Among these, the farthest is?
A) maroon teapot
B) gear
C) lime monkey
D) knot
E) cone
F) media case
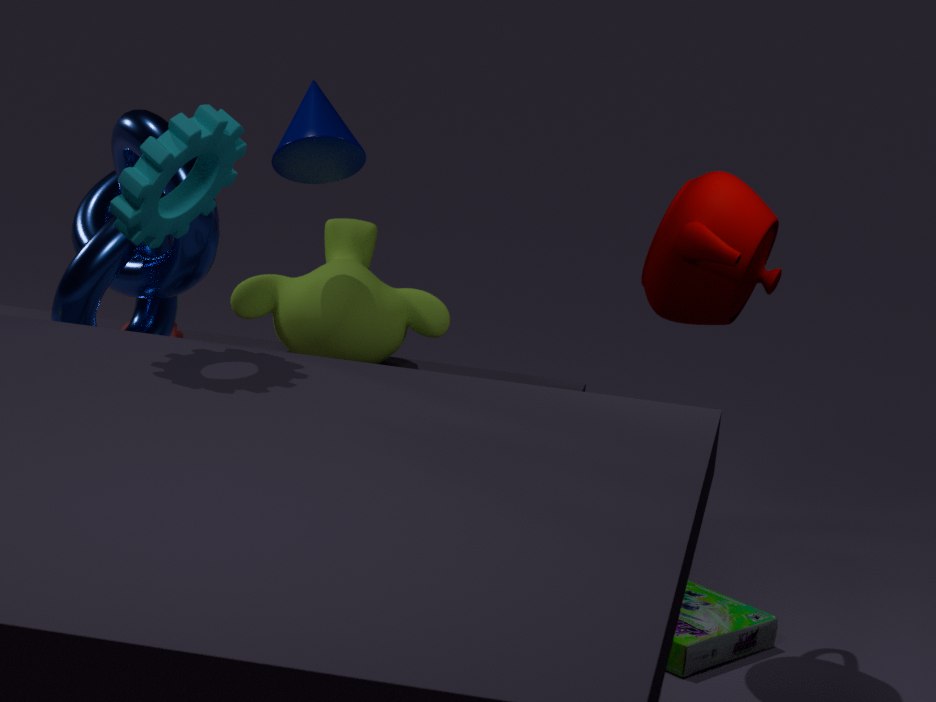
lime monkey
